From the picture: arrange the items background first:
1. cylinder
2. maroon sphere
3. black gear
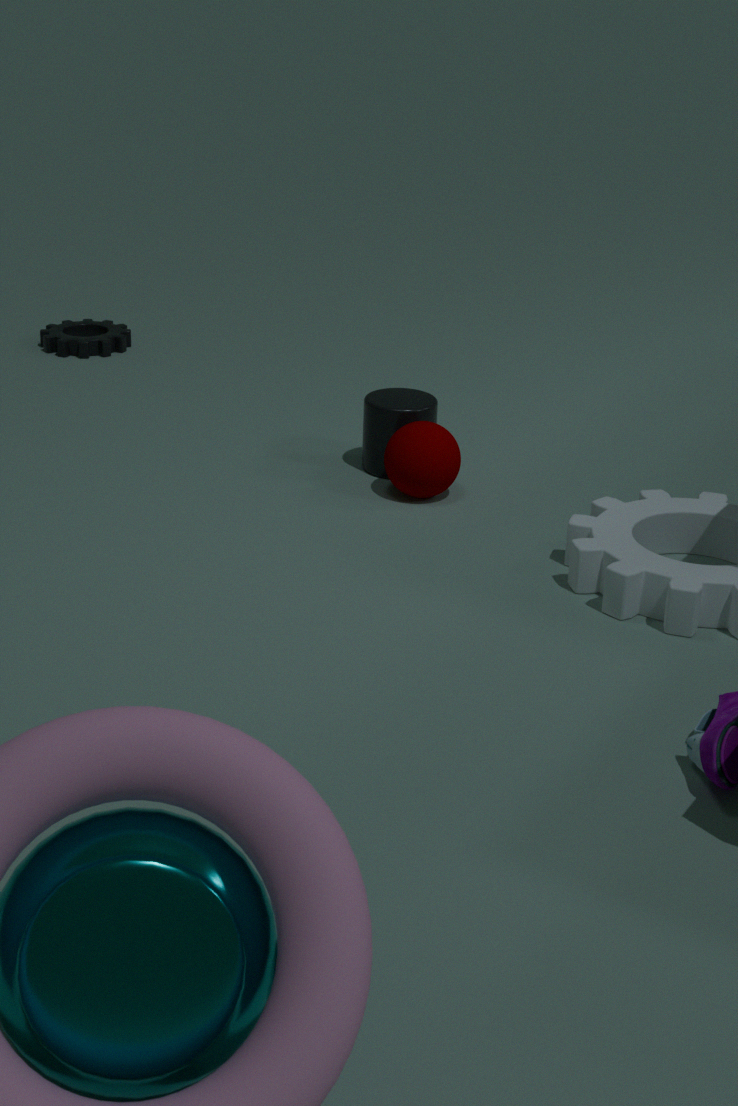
black gear < cylinder < maroon sphere
